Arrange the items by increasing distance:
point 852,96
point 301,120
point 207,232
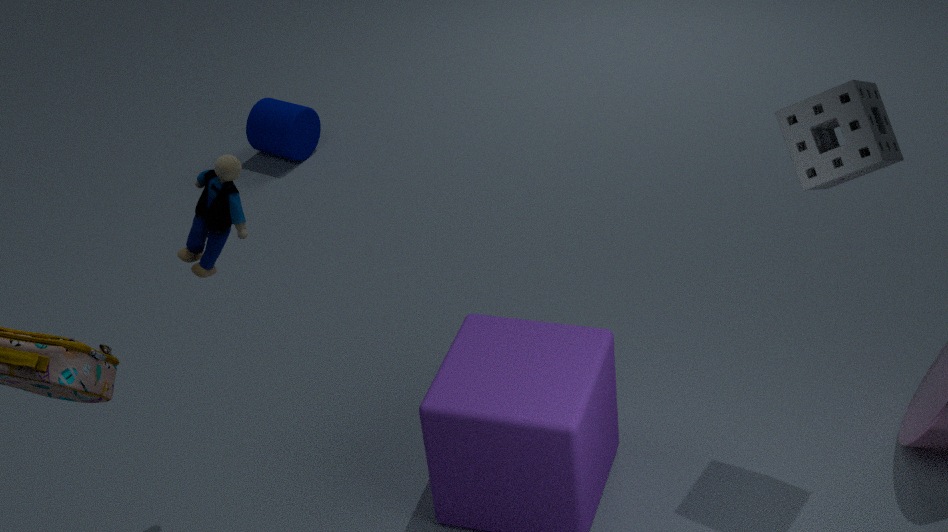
point 852,96
point 207,232
point 301,120
